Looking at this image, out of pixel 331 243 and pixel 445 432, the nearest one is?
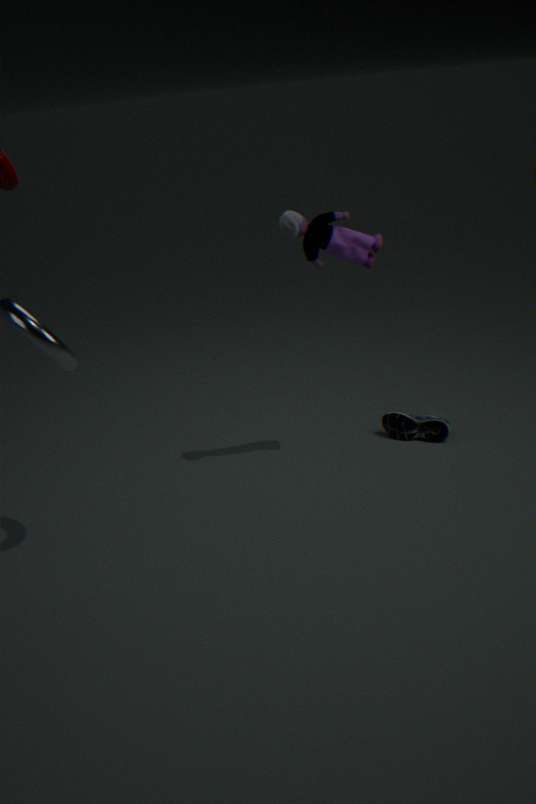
pixel 331 243
